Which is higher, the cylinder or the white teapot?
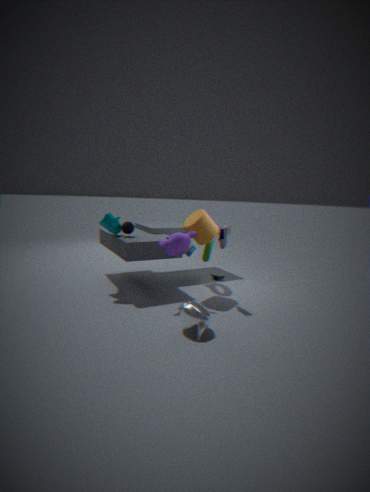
the cylinder
